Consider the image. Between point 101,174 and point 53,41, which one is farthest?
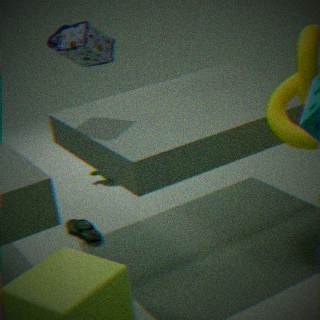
point 101,174
